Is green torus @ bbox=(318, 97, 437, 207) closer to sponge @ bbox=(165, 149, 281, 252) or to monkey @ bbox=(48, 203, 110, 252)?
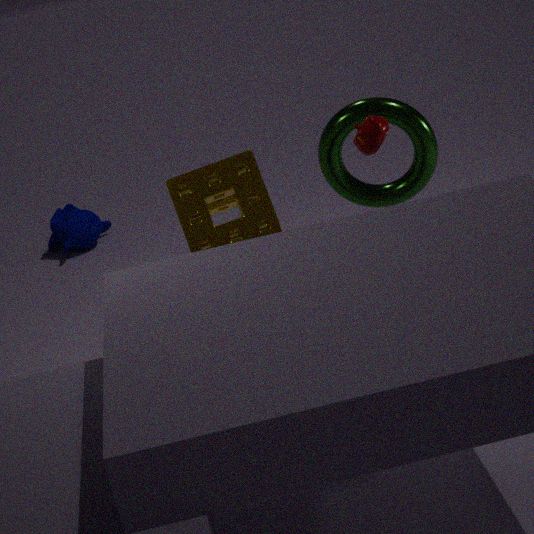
sponge @ bbox=(165, 149, 281, 252)
